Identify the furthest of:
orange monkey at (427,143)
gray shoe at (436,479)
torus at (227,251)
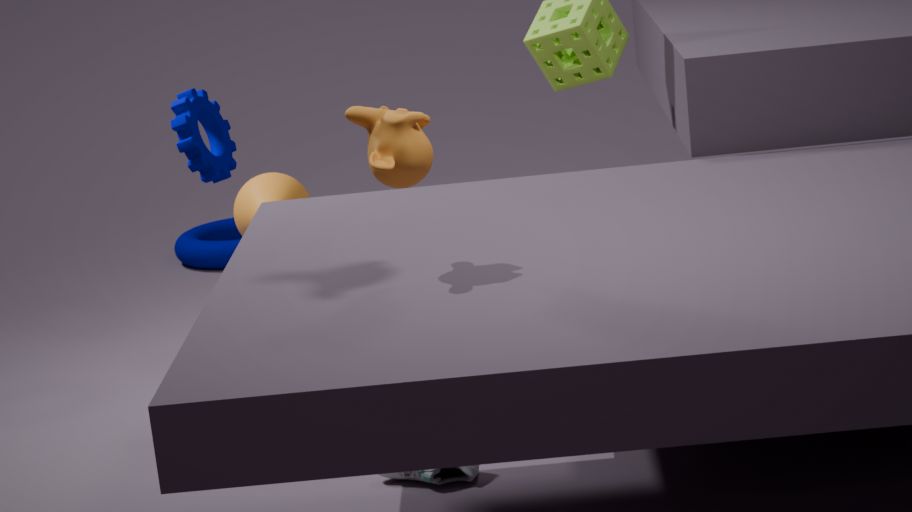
torus at (227,251)
